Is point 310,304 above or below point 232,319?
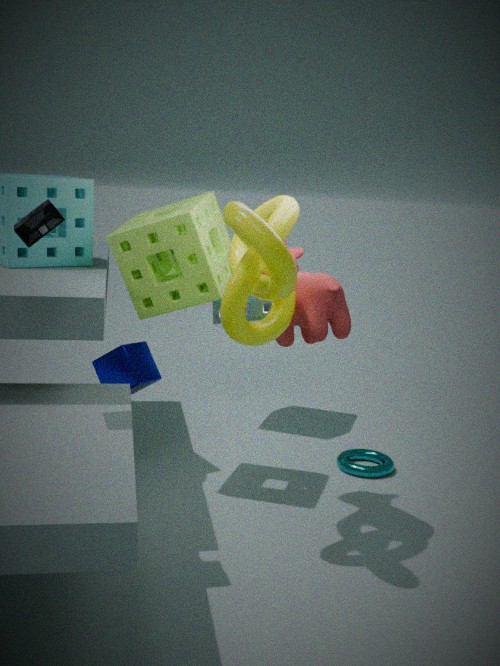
below
